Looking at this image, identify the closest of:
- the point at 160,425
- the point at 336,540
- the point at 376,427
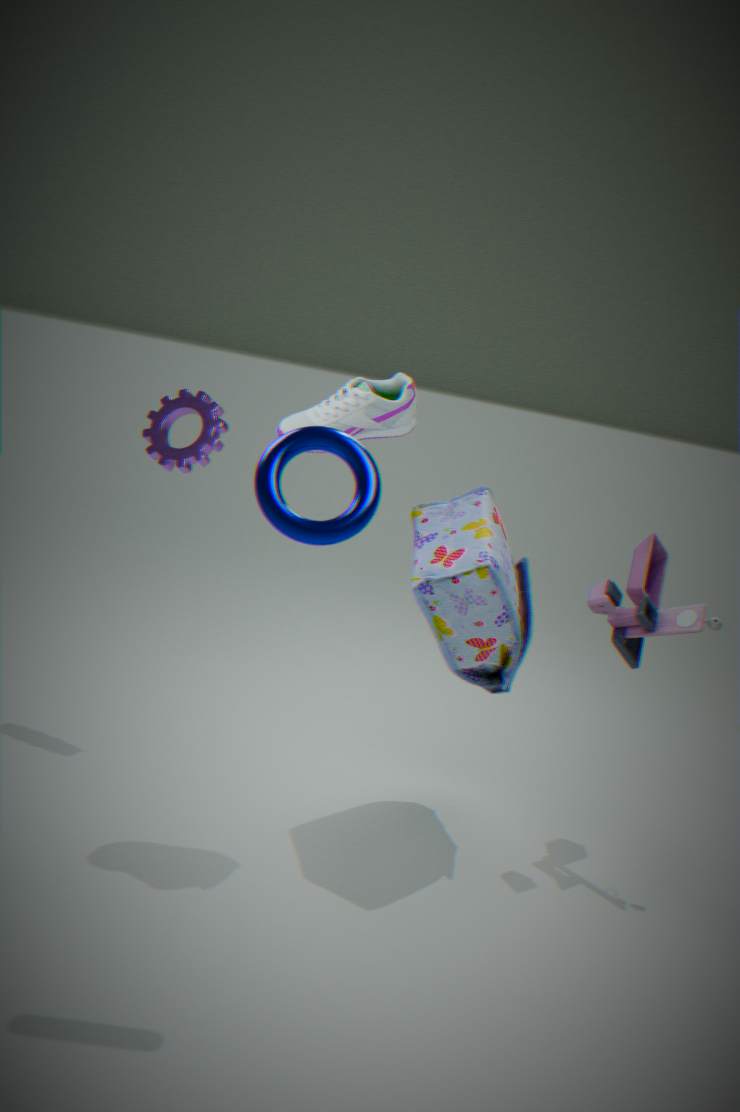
the point at 336,540
